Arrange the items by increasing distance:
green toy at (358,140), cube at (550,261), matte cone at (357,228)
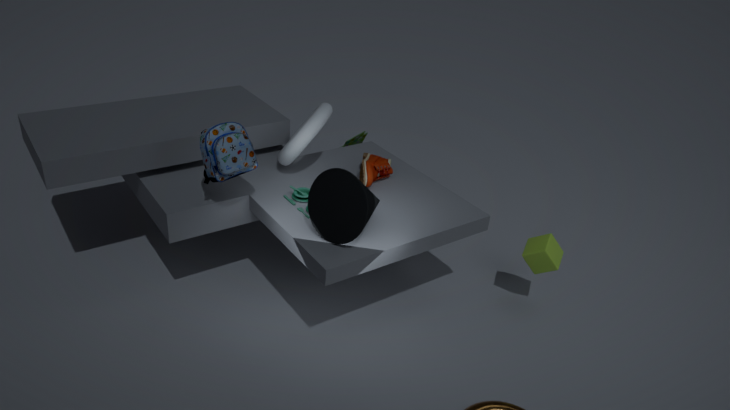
matte cone at (357,228), cube at (550,261), green toy at (358,140)
